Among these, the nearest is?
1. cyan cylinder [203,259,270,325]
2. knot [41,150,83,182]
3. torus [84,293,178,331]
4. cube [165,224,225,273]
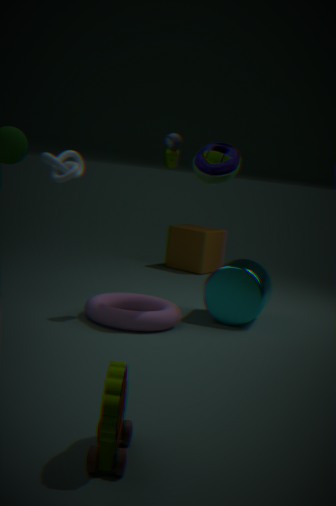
torus [84,293,178,331]
